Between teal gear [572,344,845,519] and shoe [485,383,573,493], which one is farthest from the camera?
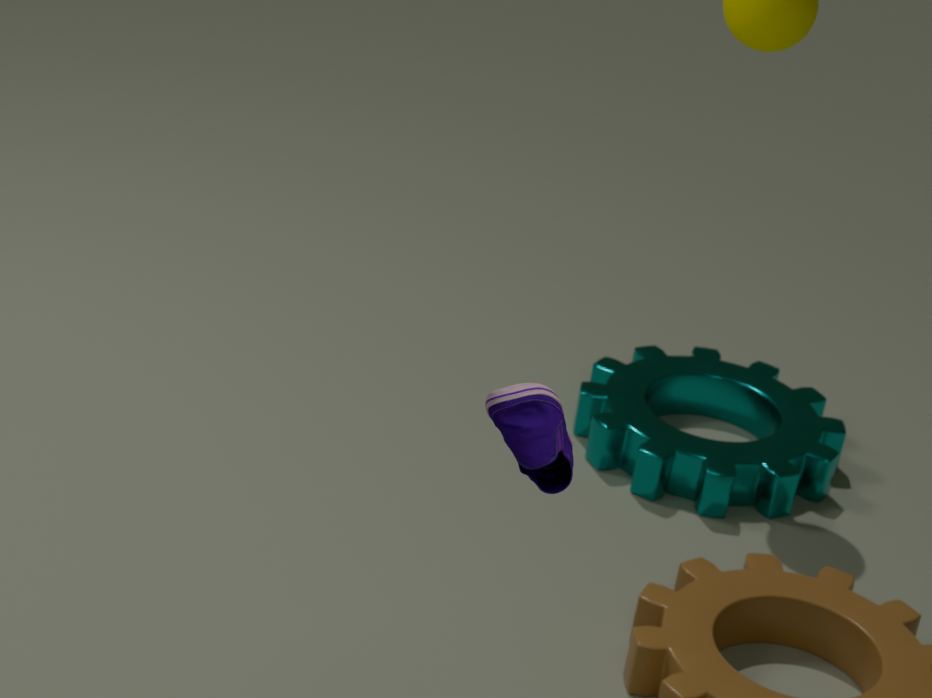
teal gear [572,344,845,519]
